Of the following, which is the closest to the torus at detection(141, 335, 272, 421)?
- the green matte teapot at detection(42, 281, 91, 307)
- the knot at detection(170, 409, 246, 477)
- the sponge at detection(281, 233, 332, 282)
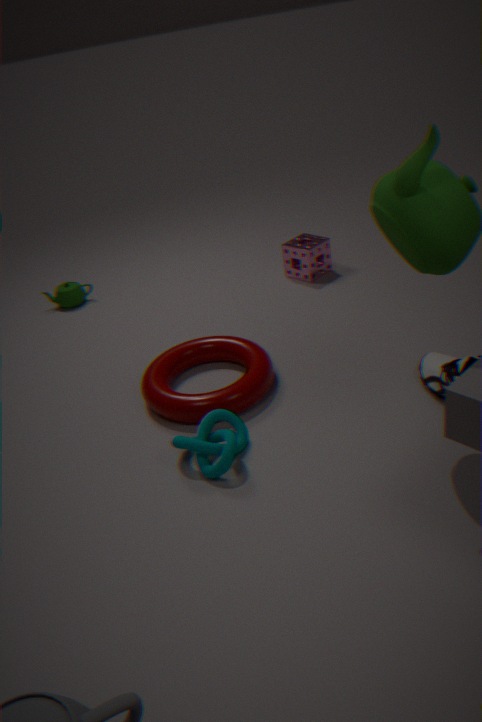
the knot at detection(170, 409, 246, 477)
